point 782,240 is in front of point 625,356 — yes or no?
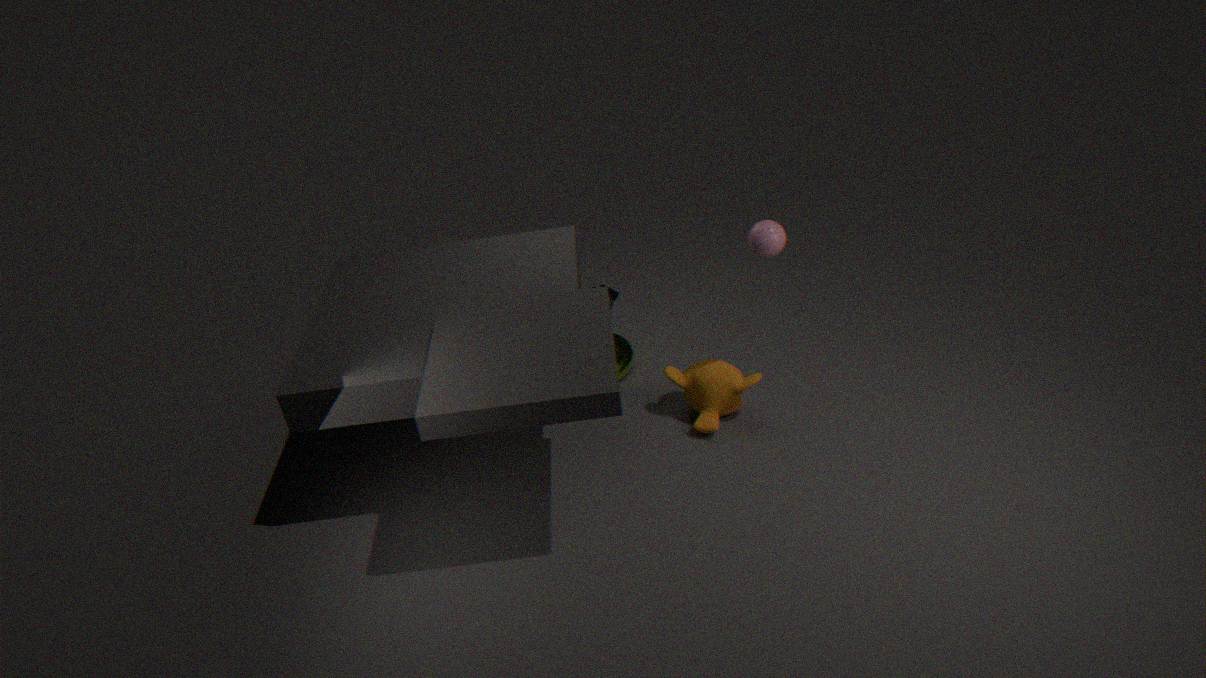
Yes
